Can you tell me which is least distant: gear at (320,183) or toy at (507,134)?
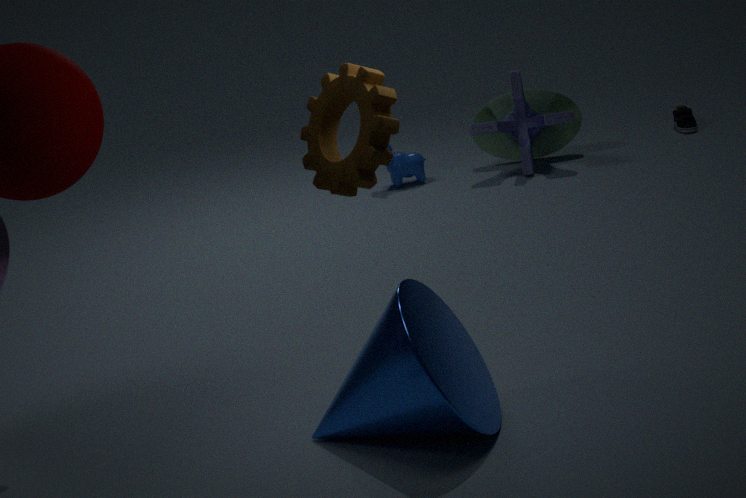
gear at (320,183)
